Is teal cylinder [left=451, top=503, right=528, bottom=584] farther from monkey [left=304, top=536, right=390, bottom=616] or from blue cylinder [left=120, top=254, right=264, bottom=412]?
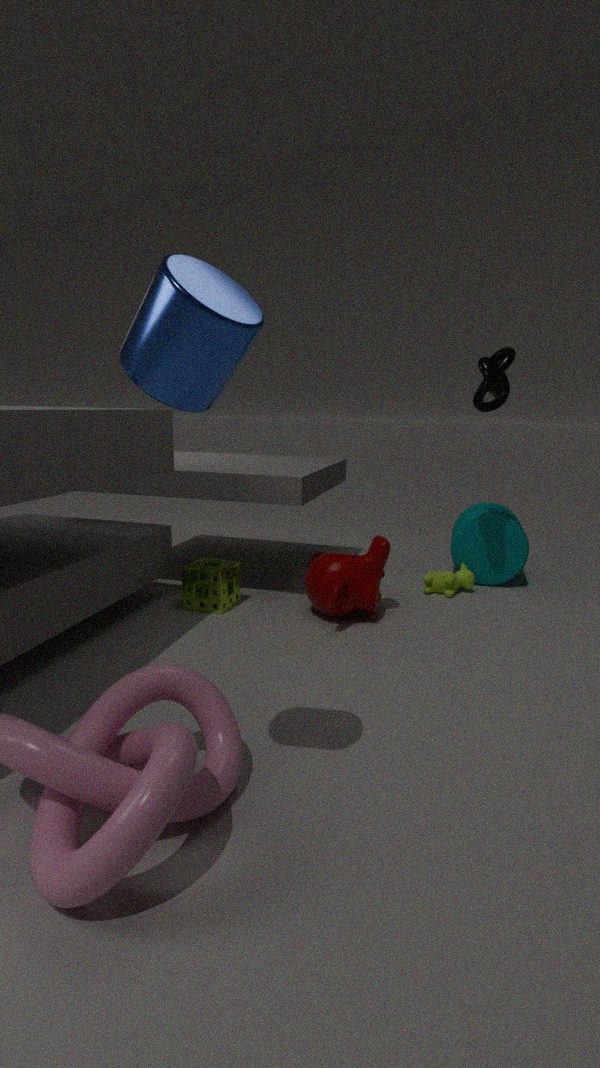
blue cylinder [left=120, top=254, right=264, bottom=412]
